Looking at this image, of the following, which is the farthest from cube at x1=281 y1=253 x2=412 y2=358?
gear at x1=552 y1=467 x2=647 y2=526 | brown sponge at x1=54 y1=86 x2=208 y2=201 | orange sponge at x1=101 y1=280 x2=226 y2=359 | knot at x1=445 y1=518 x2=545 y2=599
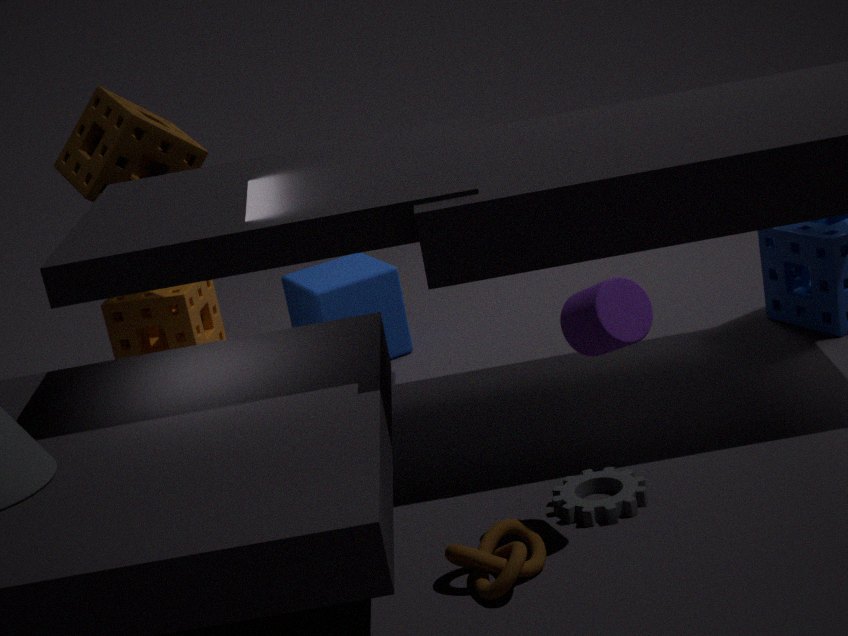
knot at x1=445 y1=518 x2=545 y2=599
